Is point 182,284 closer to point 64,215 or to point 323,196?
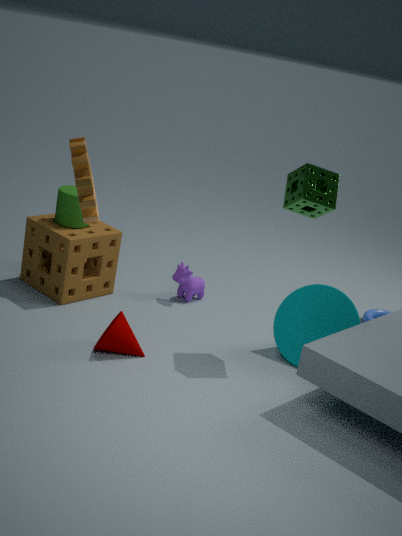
point 64,215
